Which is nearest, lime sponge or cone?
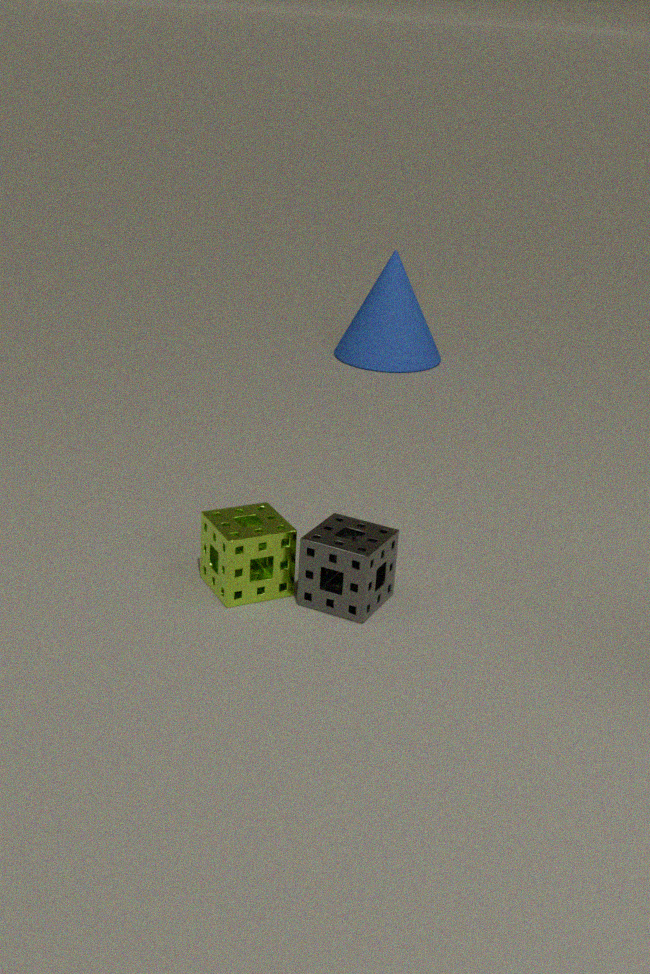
lime sponge
